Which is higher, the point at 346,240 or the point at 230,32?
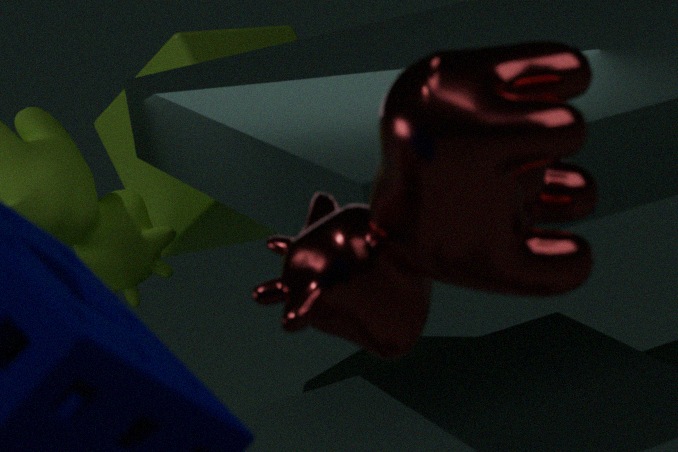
the point at 346,240
